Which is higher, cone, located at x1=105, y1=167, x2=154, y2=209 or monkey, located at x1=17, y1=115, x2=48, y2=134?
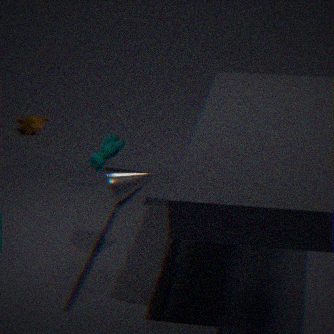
cone, located at x1=105, y1=167, x2=154, y2=209
